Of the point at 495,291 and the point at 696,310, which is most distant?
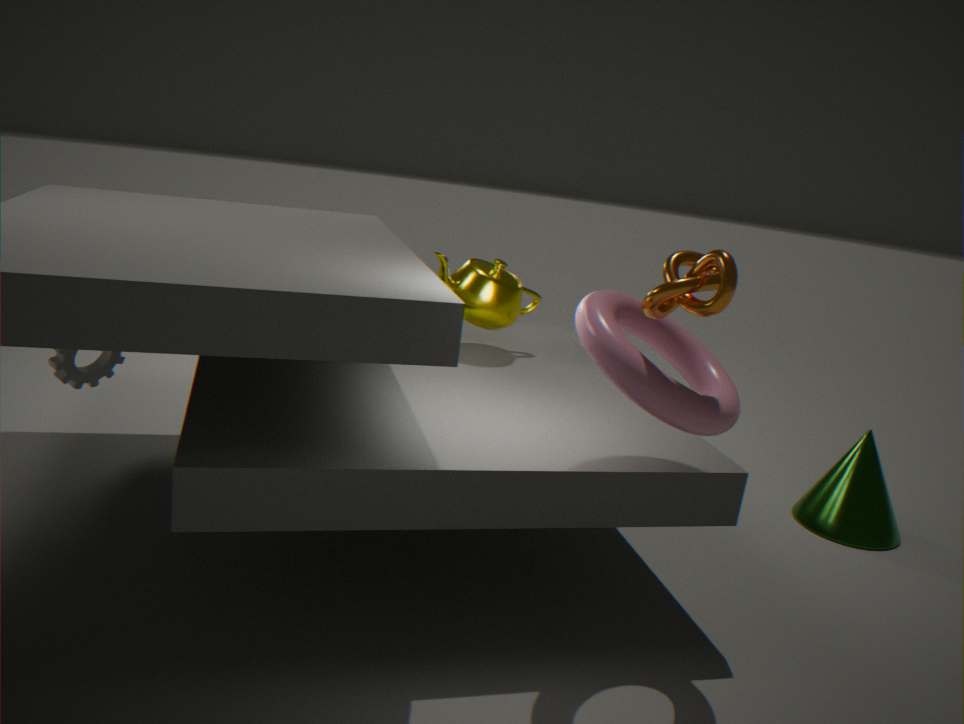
the point at 495,291
